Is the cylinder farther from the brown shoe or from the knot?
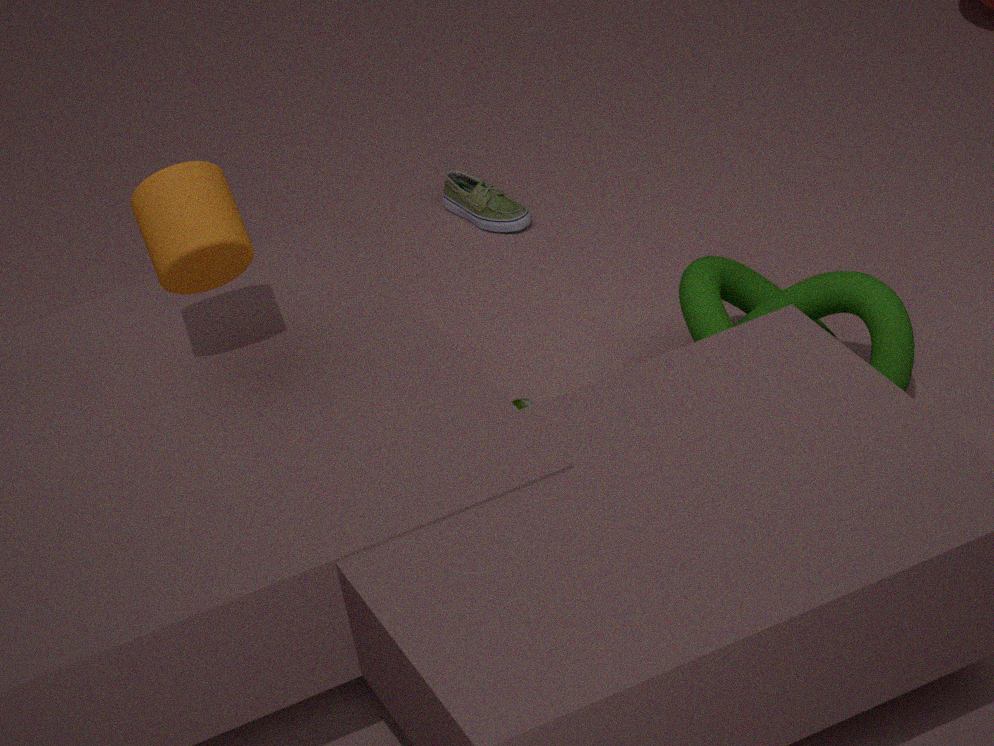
the brown shoe
